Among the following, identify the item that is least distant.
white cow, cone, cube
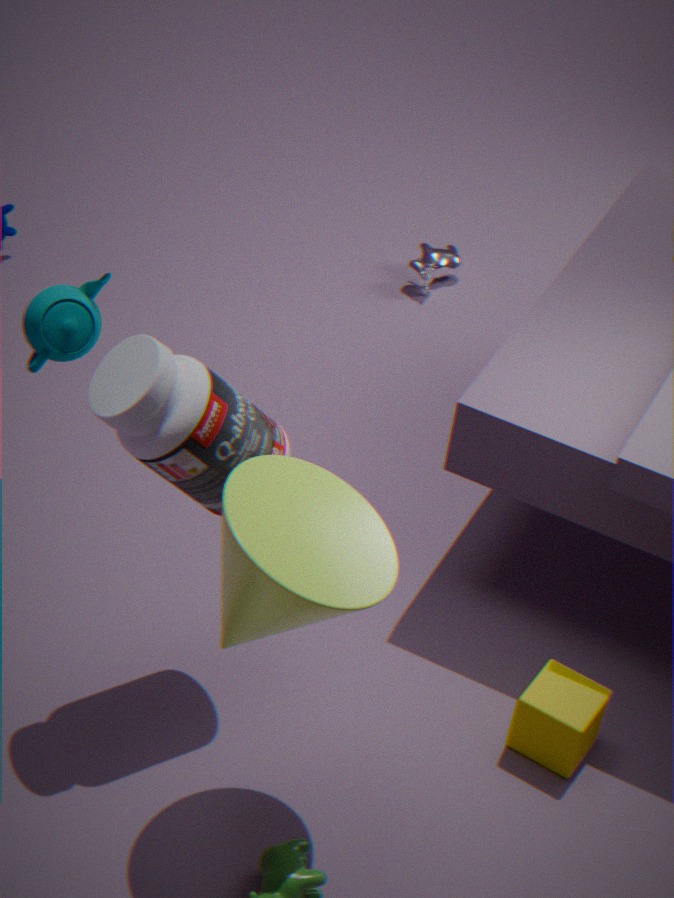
cone
